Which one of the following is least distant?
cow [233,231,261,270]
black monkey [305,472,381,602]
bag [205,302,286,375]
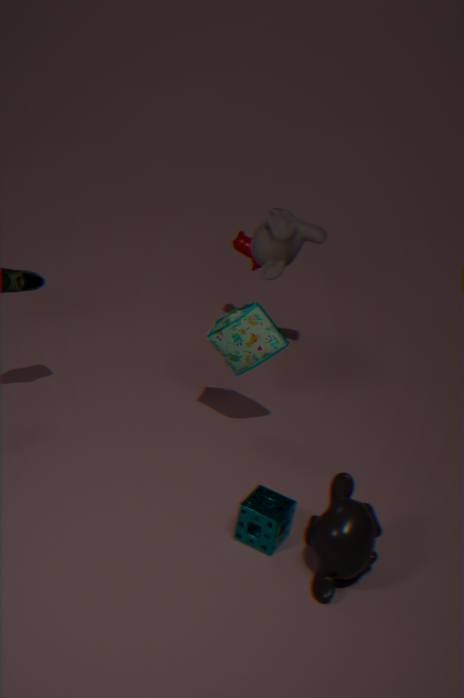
black monkey [305,472,381,602]
